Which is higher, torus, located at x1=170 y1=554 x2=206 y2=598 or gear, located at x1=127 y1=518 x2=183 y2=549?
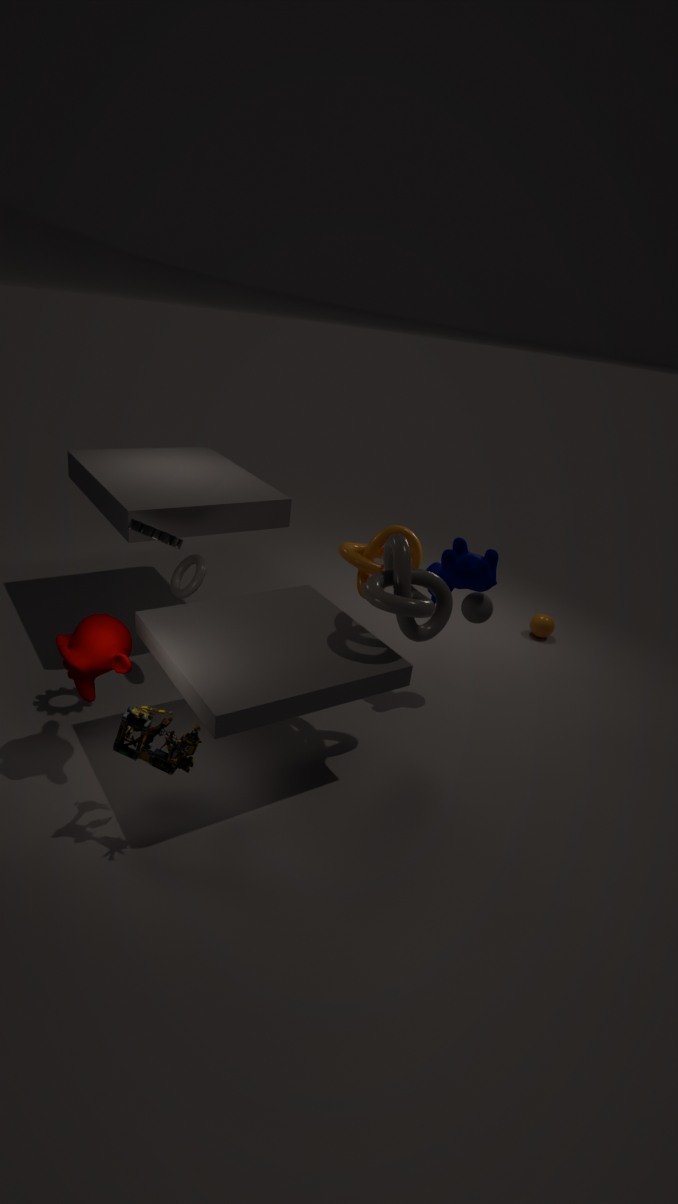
gear, located at x1=127 y1=518 x2=183 y2=549
